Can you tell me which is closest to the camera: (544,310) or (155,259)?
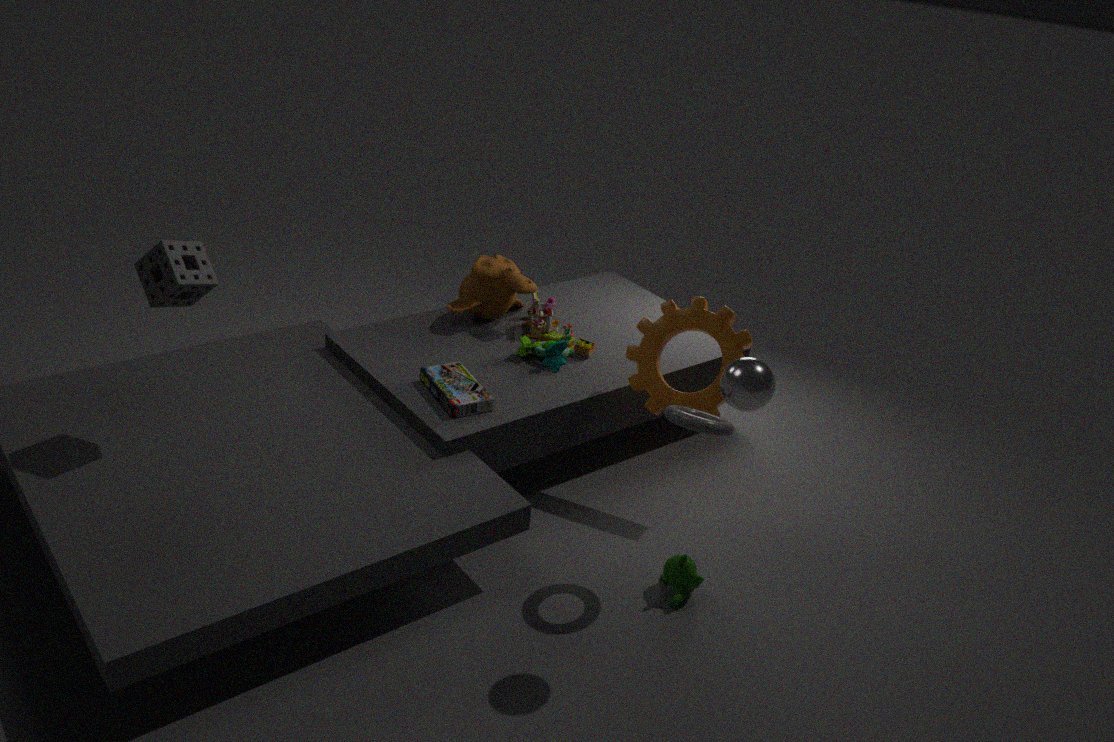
(155,259)
